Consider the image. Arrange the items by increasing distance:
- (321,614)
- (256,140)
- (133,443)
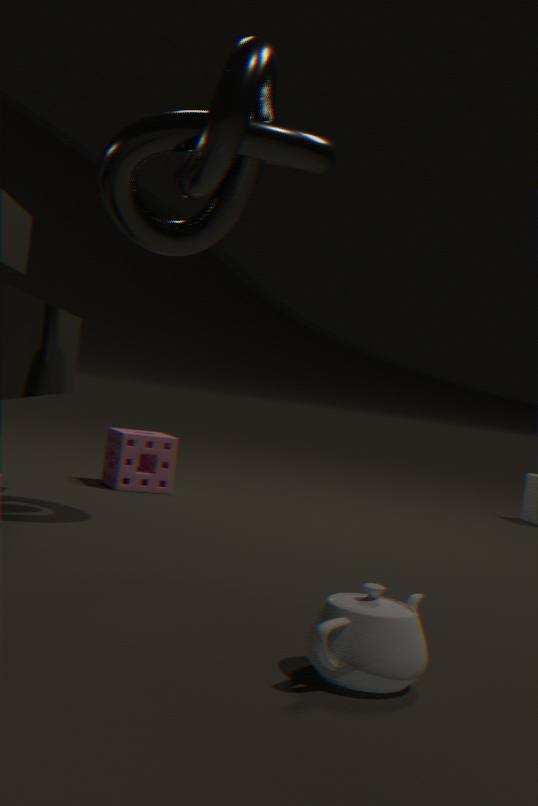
(321,614), (256,140), (133,443)
